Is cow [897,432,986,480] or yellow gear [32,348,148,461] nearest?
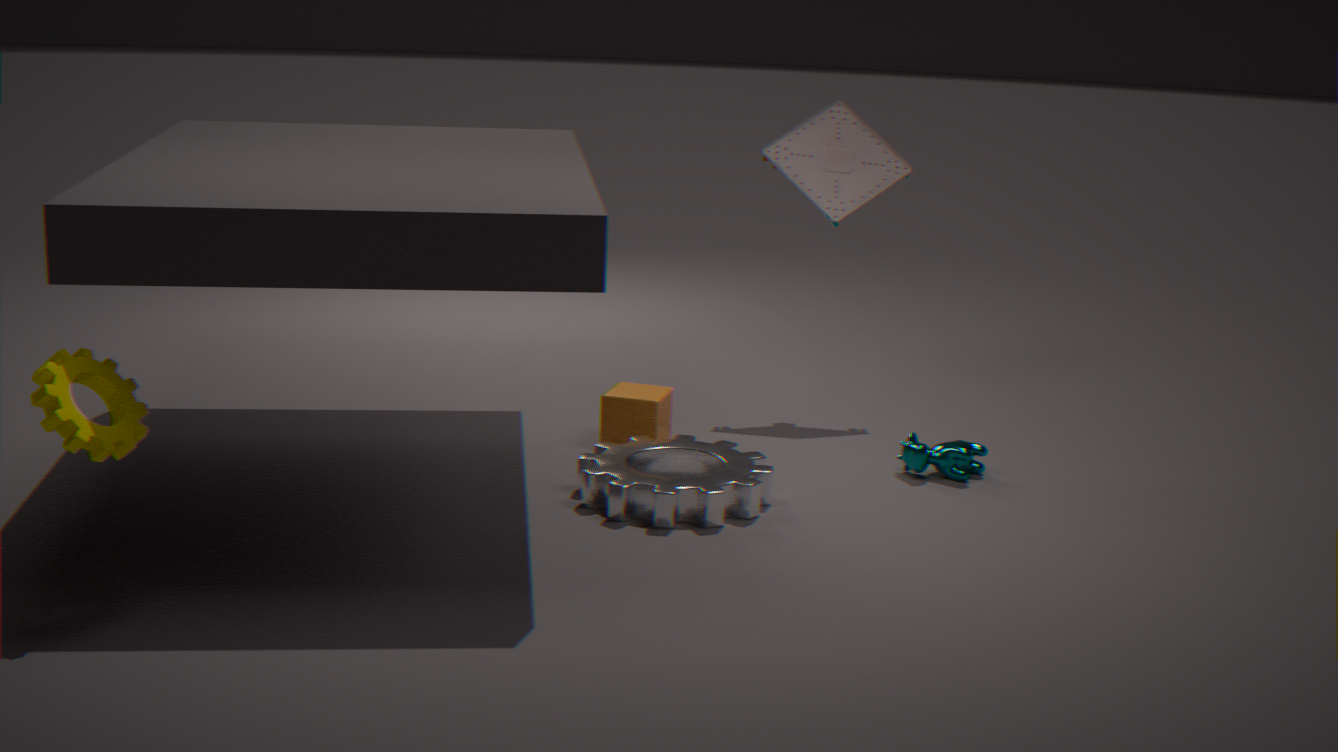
yellow gear [32,348,148,461]
